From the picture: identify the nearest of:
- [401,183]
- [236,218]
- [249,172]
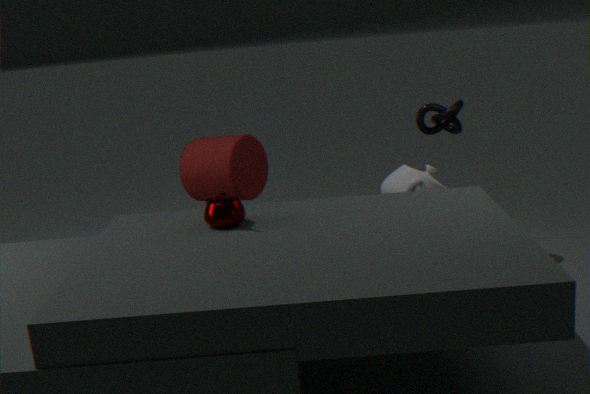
[236,218]
